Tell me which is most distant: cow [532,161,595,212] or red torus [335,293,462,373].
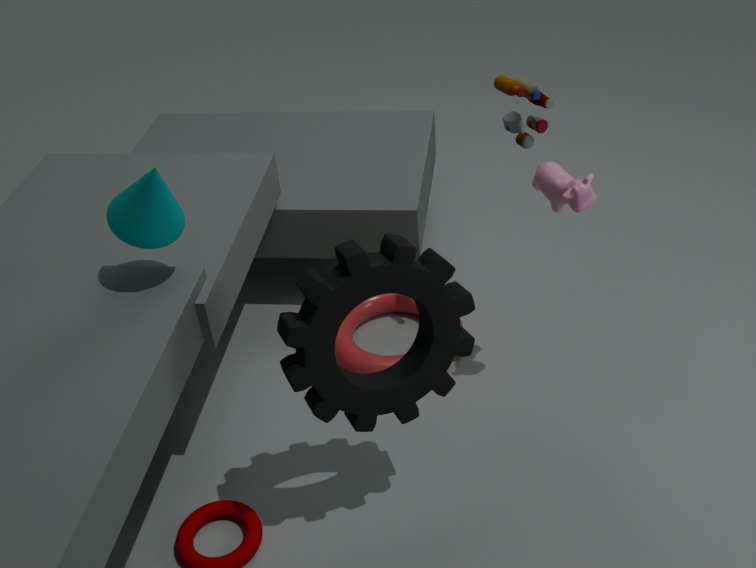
red torus [335,293,462,373]
